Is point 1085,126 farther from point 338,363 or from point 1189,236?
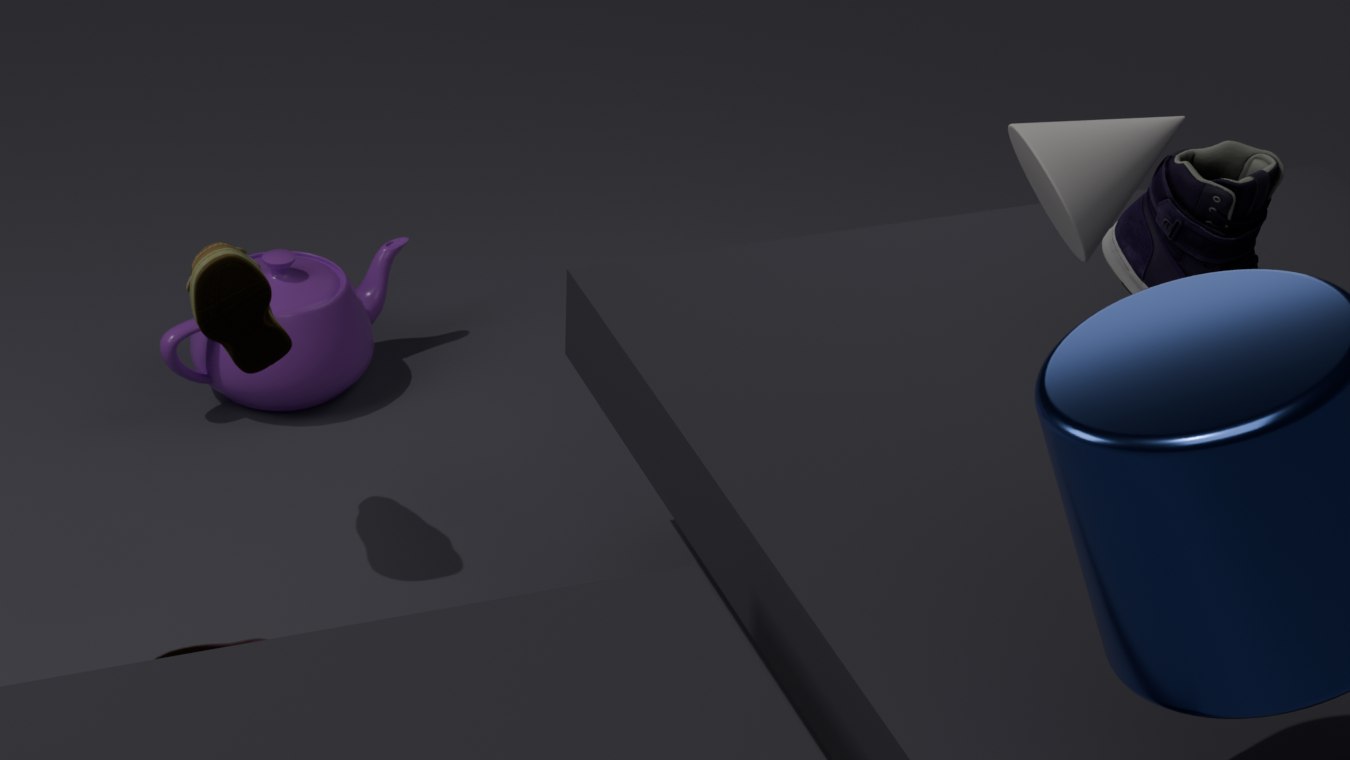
point 338,363
